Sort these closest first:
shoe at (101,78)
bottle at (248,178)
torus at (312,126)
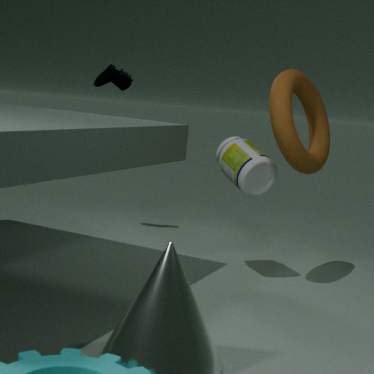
torus at (312,126)
bottle at (248,178)
shoe at (101,78)
